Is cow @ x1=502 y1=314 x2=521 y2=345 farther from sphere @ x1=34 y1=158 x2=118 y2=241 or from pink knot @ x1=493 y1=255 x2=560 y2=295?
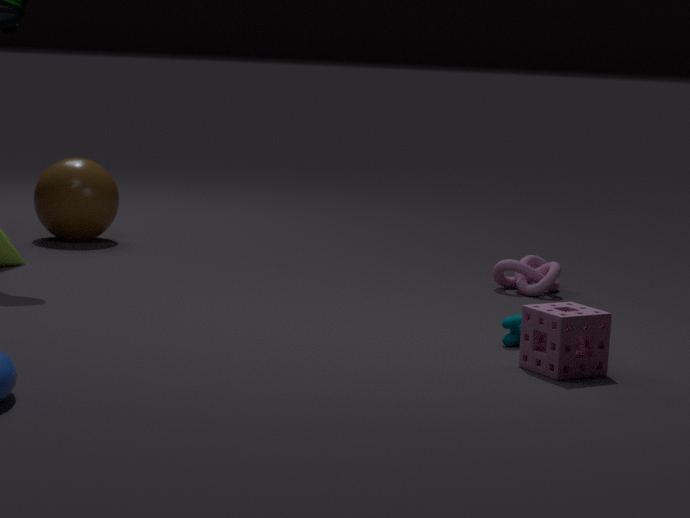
sphere @ x1=34 y1=158 x2=118 y2=241
